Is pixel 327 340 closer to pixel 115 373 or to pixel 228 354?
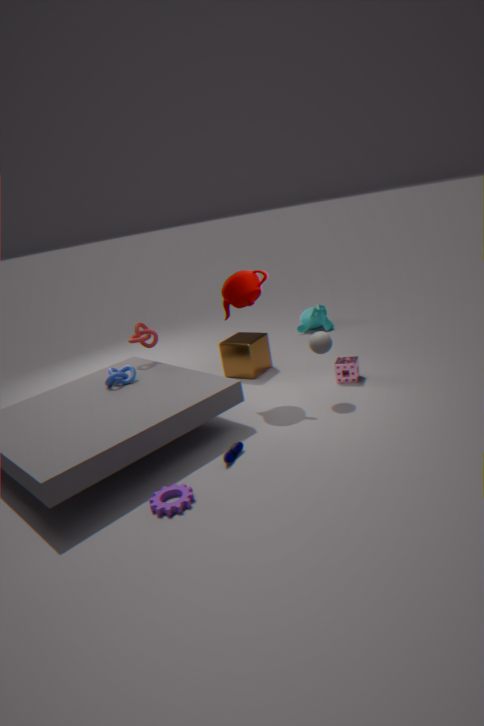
pixel 228 354
